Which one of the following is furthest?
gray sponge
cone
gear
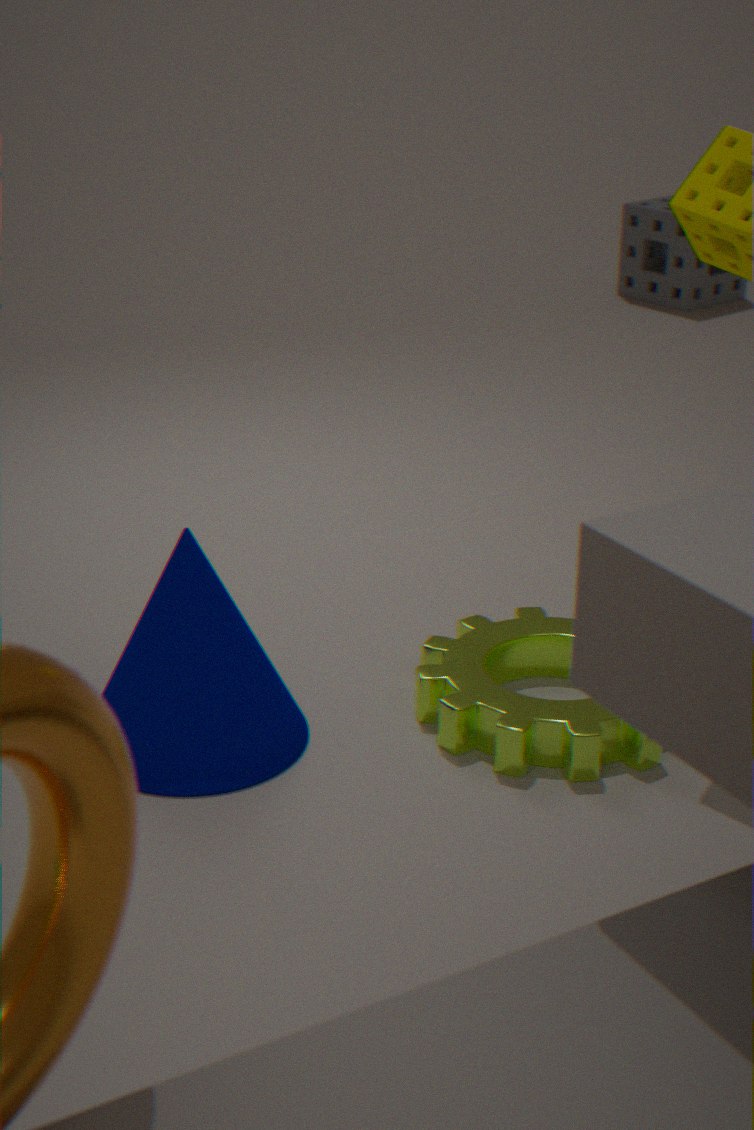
gray sponge
